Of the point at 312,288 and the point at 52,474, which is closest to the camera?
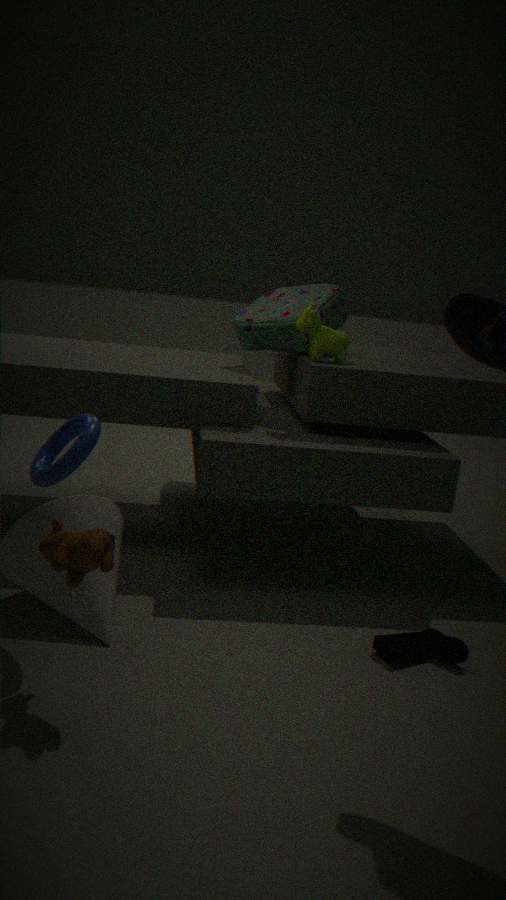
the point at 52,474
